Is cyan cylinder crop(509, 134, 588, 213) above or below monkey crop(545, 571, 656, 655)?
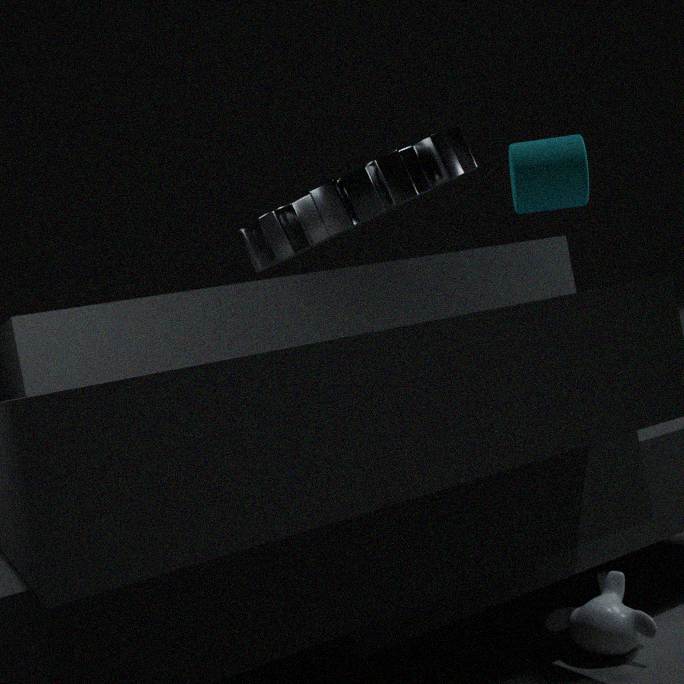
above
